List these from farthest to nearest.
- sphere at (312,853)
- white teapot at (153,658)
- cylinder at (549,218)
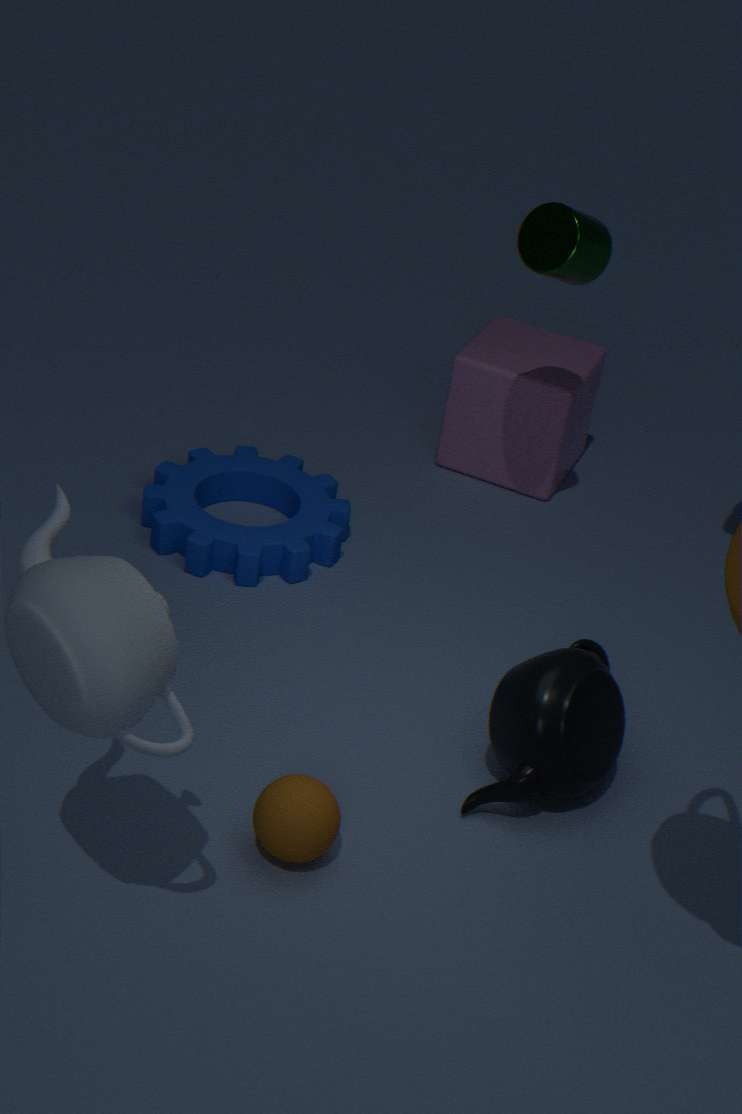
cylinder at (549,218) < sphere at (312,853) < white teapot at (153,658)
